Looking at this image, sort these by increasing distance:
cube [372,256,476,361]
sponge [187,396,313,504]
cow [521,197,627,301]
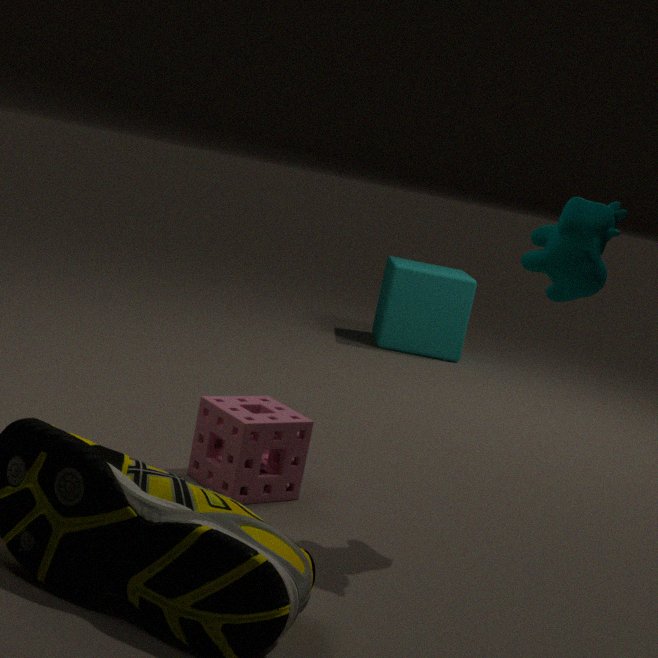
cow [521,197,627,301] → sponge [187,396,313,504] → cube [372,256,476,361]
